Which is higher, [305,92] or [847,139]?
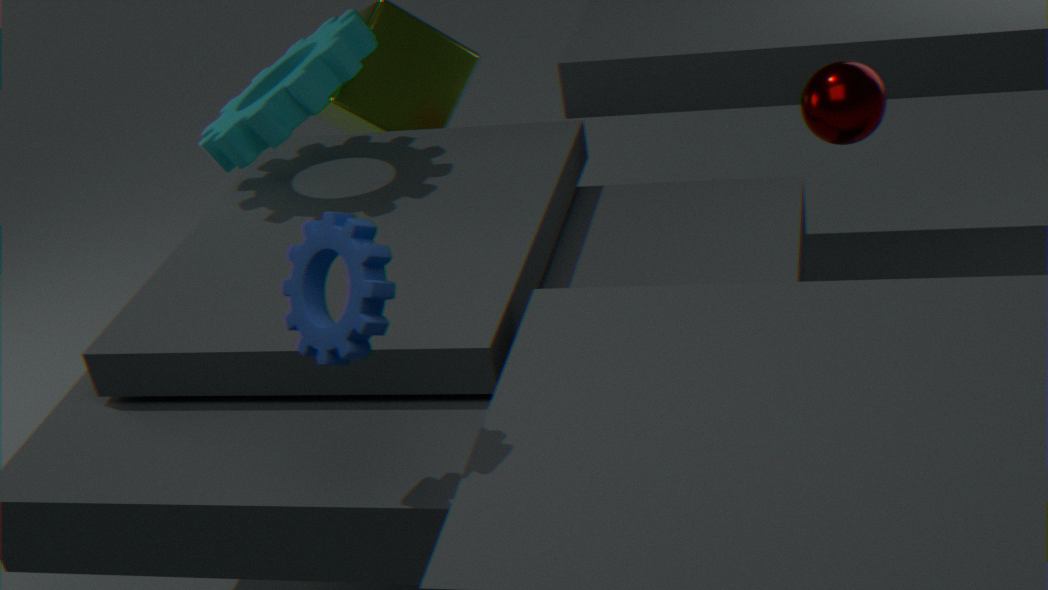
[847,139]
